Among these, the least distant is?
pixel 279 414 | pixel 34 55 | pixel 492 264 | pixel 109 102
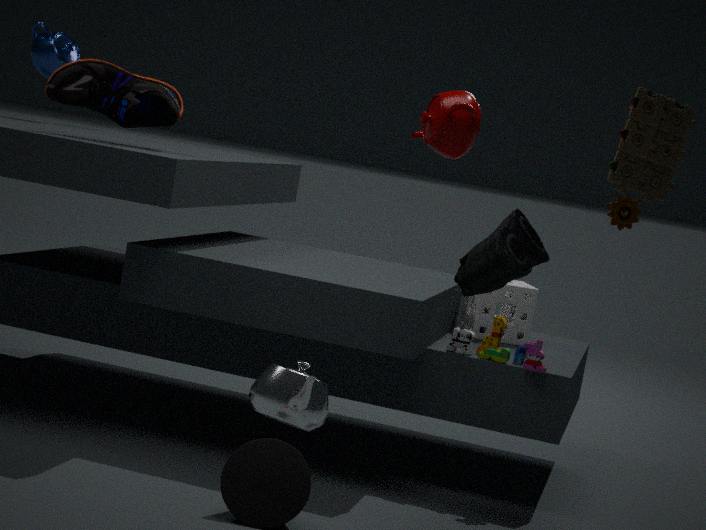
pixel 279 414
